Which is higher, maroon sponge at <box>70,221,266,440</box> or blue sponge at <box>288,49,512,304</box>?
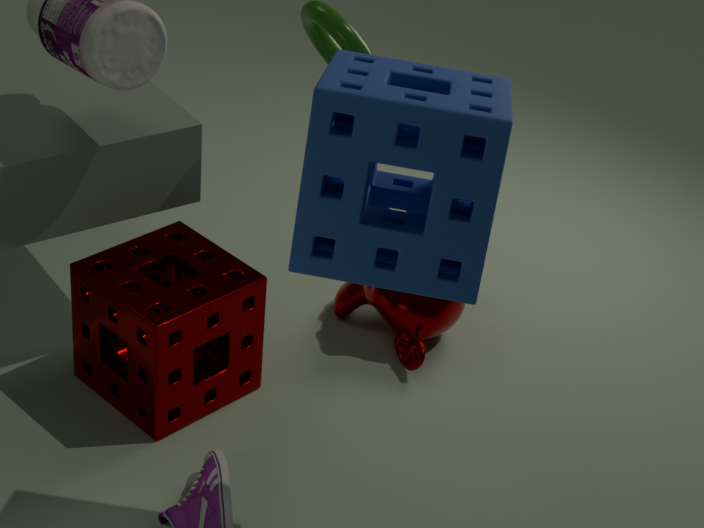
blue sponge at <box>288,49,512,304</box>
